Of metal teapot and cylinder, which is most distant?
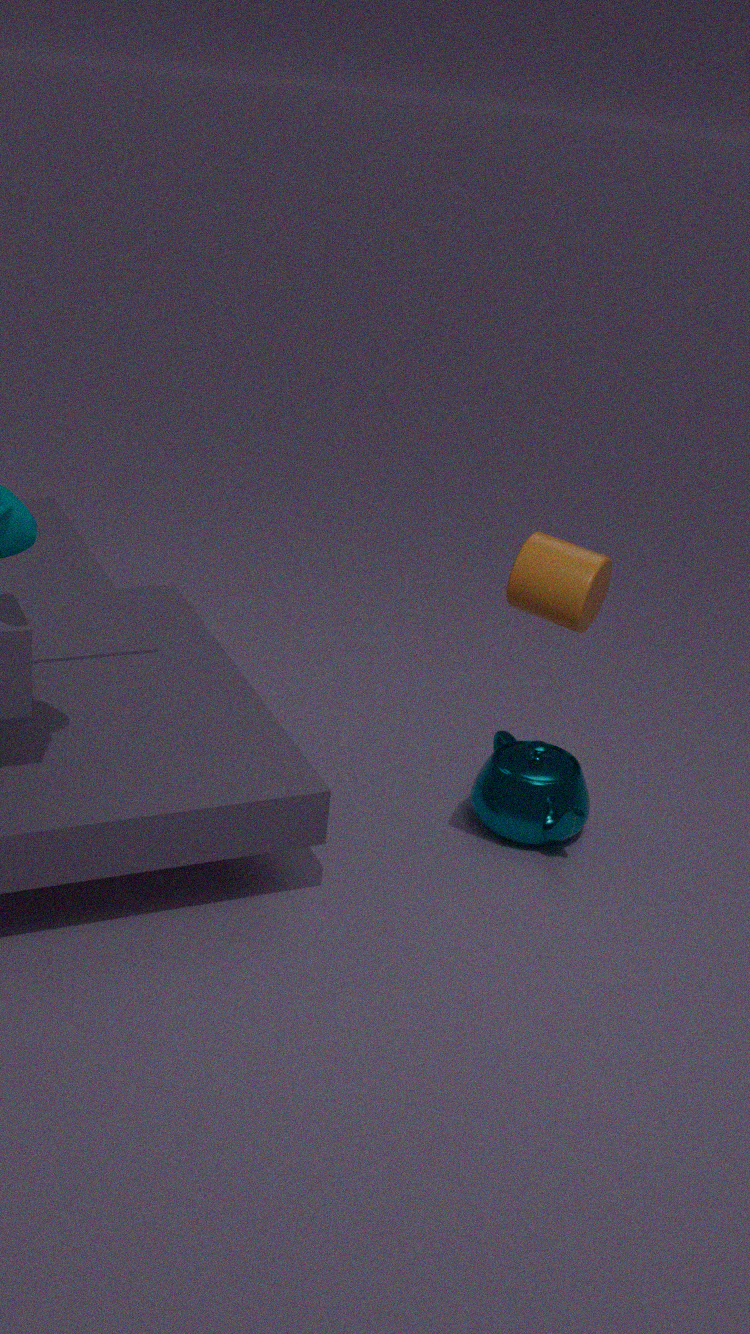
metal teapot
